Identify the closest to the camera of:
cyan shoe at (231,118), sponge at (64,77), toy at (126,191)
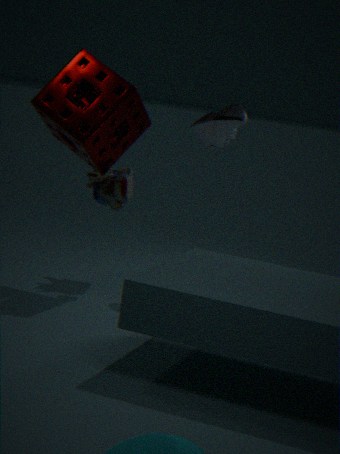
sponge at (64,77)
